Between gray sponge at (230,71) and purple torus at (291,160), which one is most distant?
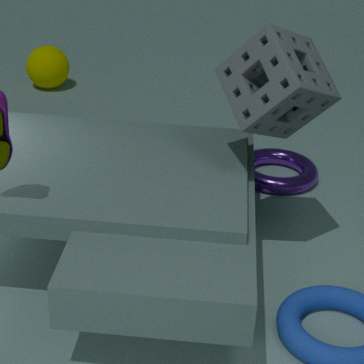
purple torus at (291,160)
